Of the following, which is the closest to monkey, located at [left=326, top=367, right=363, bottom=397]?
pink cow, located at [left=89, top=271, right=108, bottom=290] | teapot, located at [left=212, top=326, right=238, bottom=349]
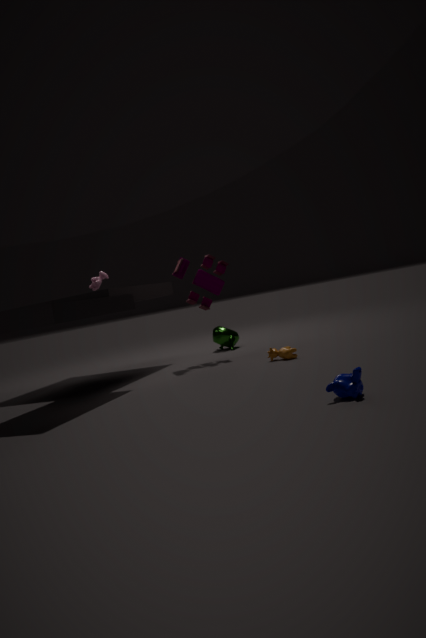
teapot, located at [left=212, top=326, right=238, bottom=349]
